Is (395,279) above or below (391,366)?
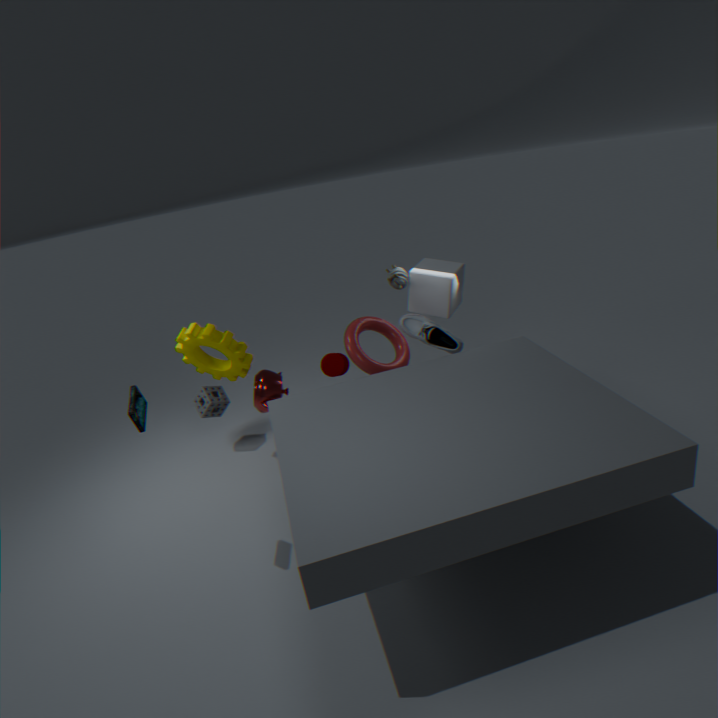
above
